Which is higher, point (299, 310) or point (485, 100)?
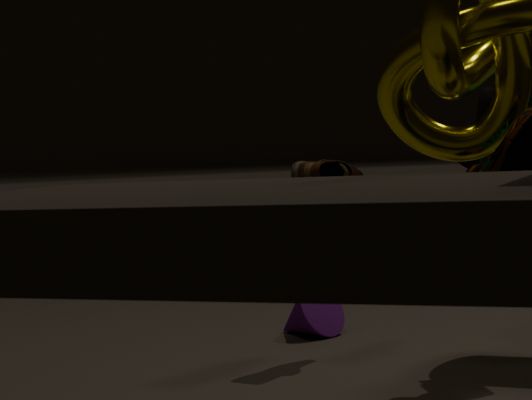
point (485, 100)
